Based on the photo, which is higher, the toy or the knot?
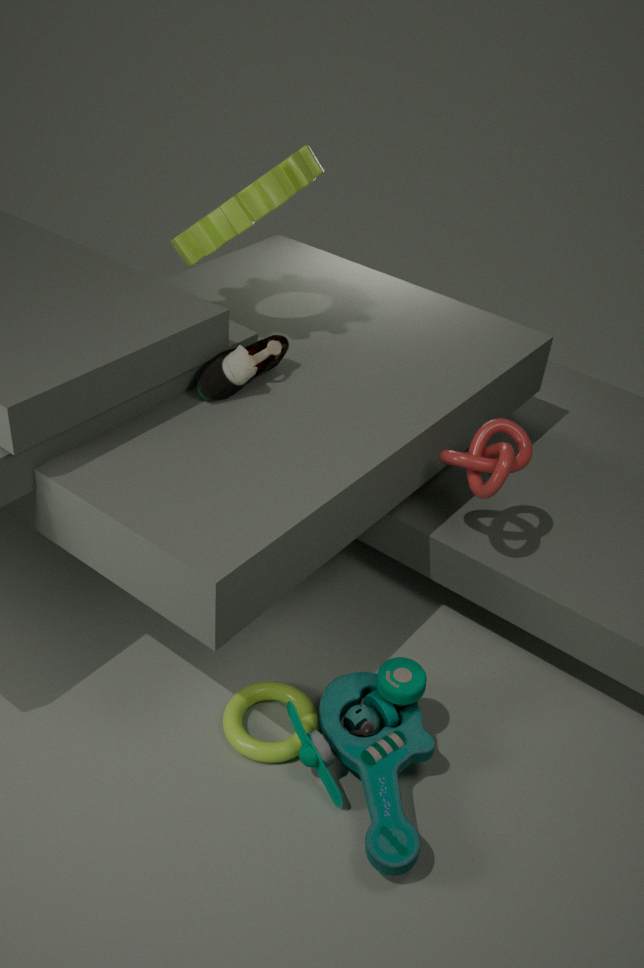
the knot
